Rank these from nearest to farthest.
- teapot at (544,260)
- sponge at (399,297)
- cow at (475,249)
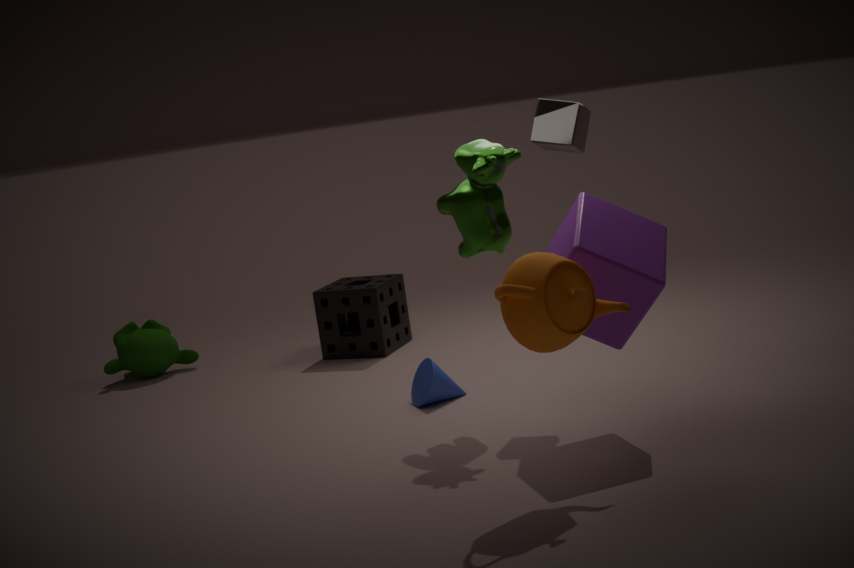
teapot at (544,260) → cow at (475,249) → sponge at (399,297)
